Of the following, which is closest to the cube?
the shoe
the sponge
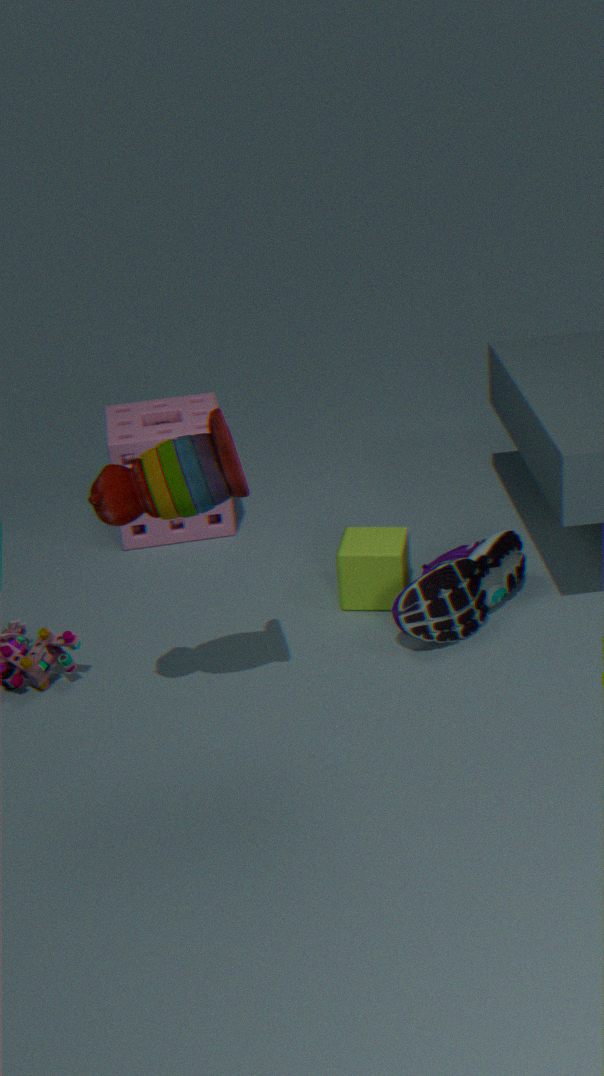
the shoe
